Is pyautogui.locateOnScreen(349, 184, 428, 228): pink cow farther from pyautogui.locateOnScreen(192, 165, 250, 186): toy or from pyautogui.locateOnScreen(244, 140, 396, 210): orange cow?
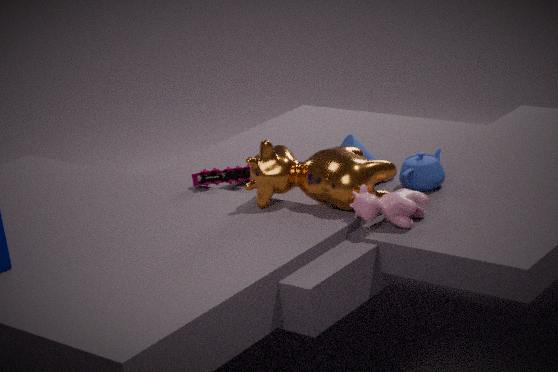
pyautogui.locateOnScreen(192, 165, 250, 186): toy
